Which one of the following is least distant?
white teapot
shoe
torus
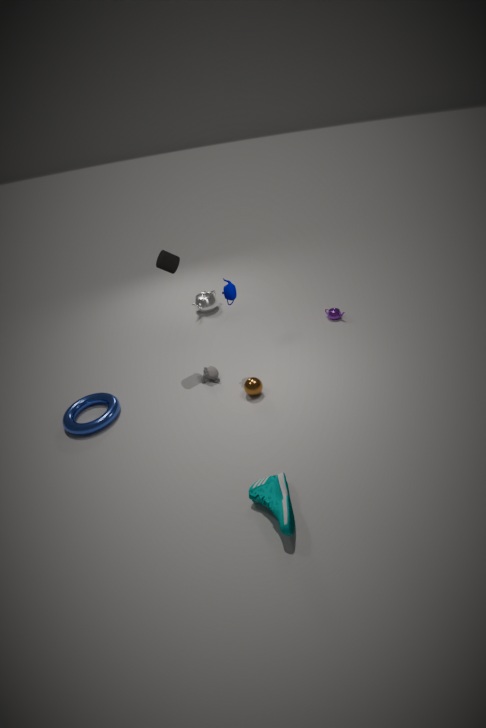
shoe
